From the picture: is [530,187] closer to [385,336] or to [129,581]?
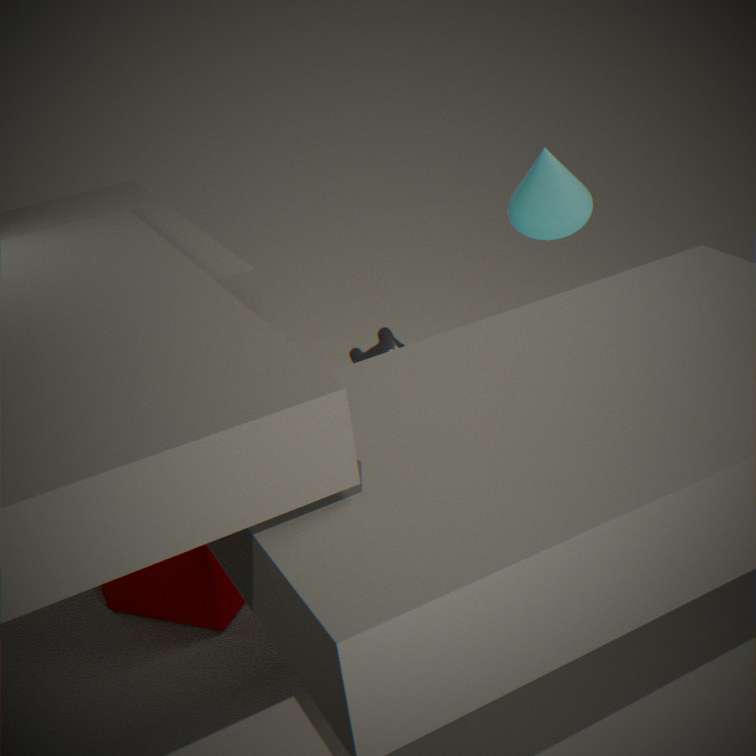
[385,336]
